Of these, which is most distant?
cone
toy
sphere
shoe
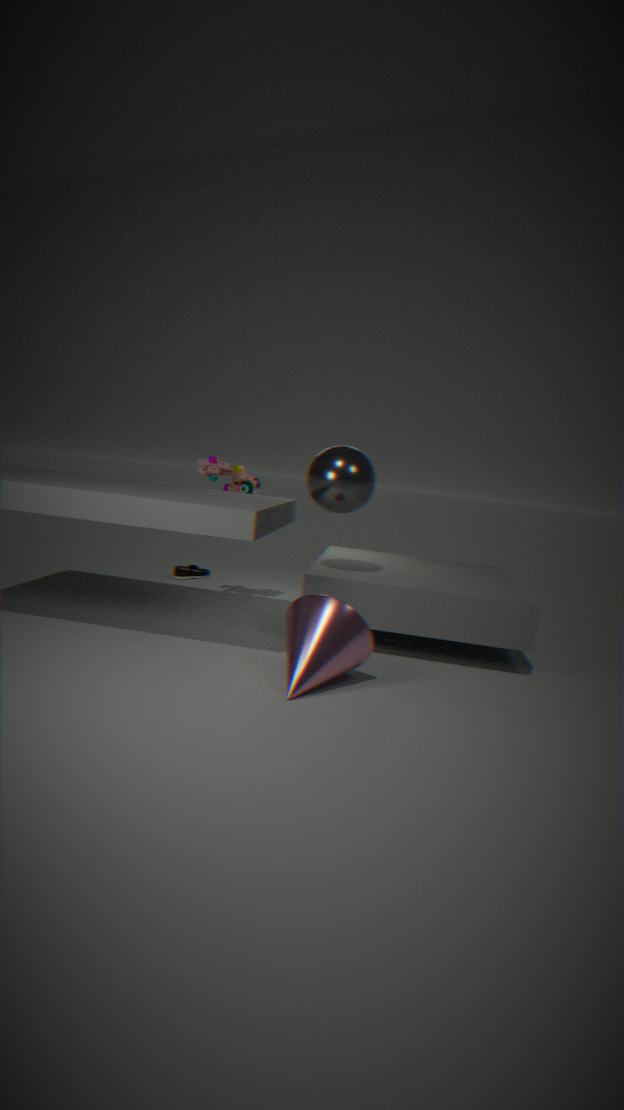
shoe
